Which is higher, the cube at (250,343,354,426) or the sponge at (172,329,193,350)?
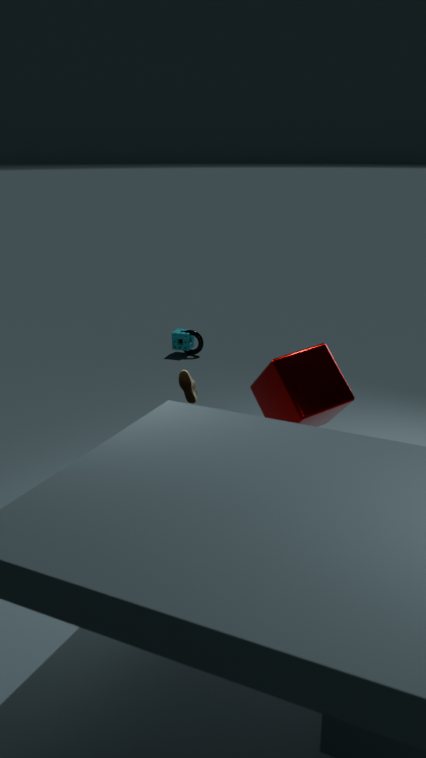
the cube at (250,343,354,426)
